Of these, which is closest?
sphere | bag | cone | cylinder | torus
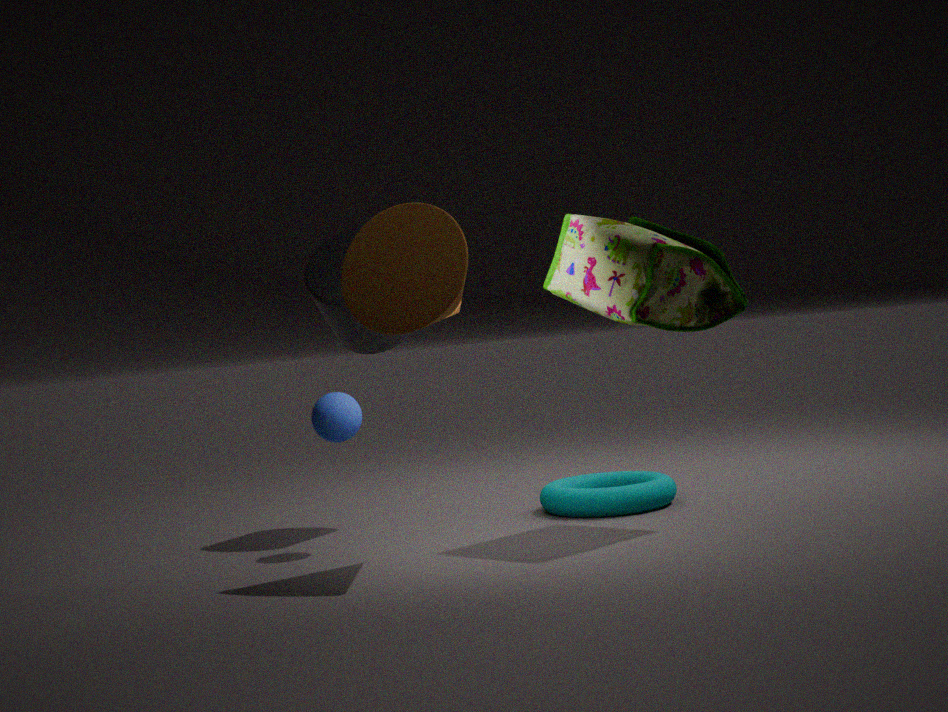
cone
